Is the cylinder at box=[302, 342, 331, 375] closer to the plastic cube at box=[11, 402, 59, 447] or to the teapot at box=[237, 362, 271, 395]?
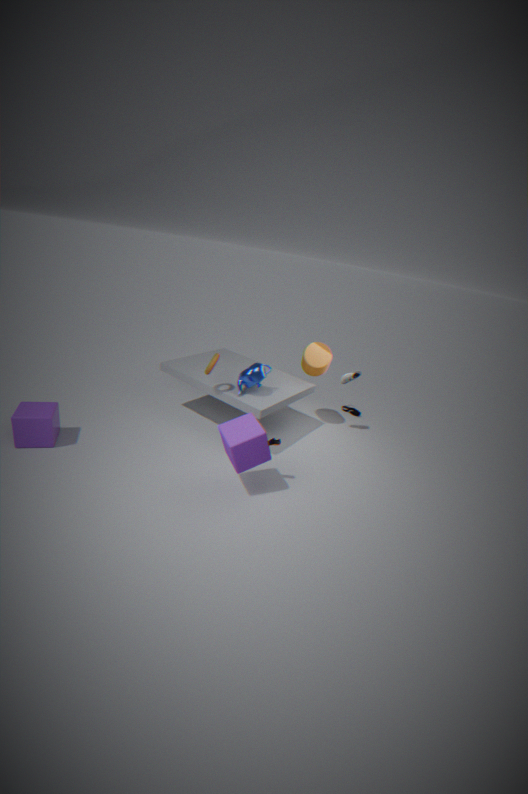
the teapot at box=[237, 362, 271, 395]
